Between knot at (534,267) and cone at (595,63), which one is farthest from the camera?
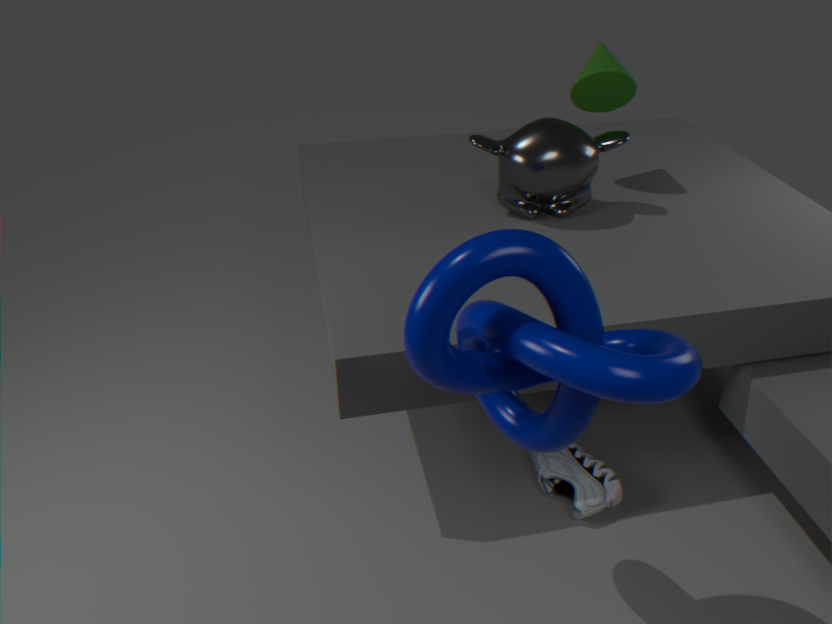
cone at (595,63)
